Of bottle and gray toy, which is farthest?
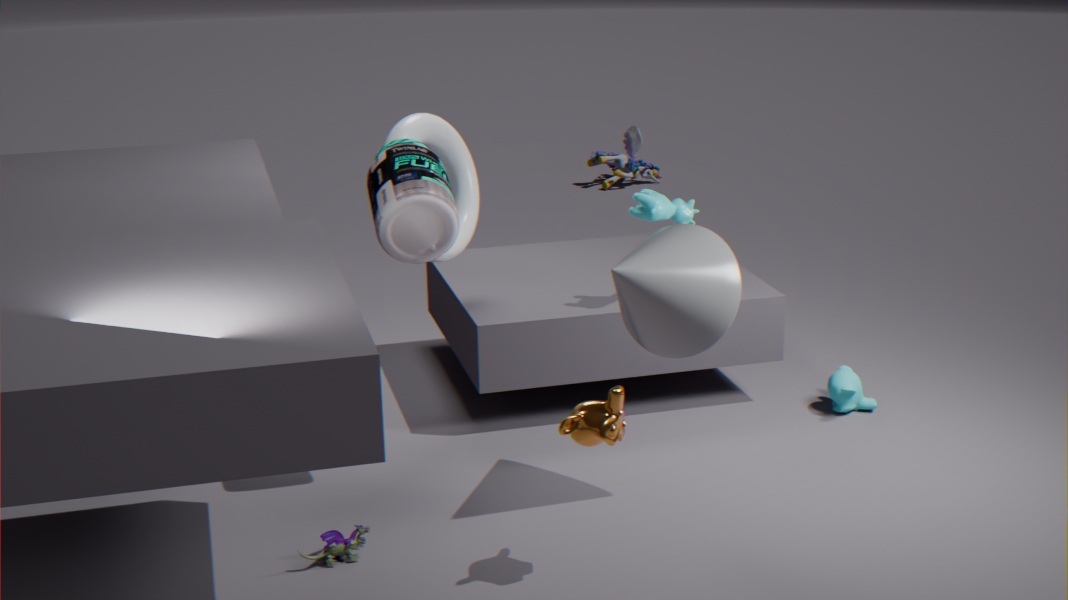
gray toy
